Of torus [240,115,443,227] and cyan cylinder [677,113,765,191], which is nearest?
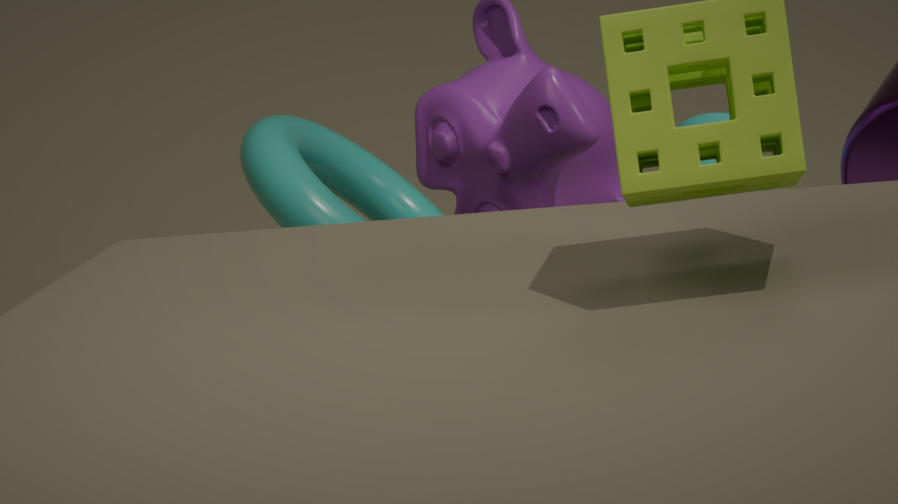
torus [240,115,443,227]
